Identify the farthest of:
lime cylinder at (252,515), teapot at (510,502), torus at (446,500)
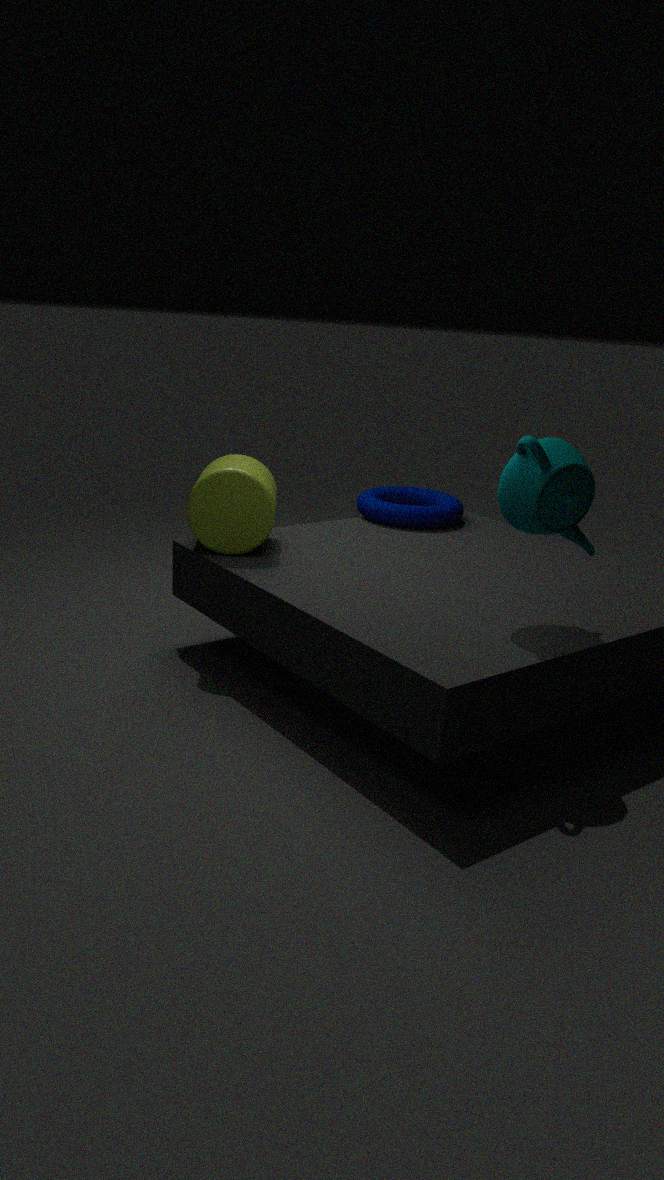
torus at (446,500)
